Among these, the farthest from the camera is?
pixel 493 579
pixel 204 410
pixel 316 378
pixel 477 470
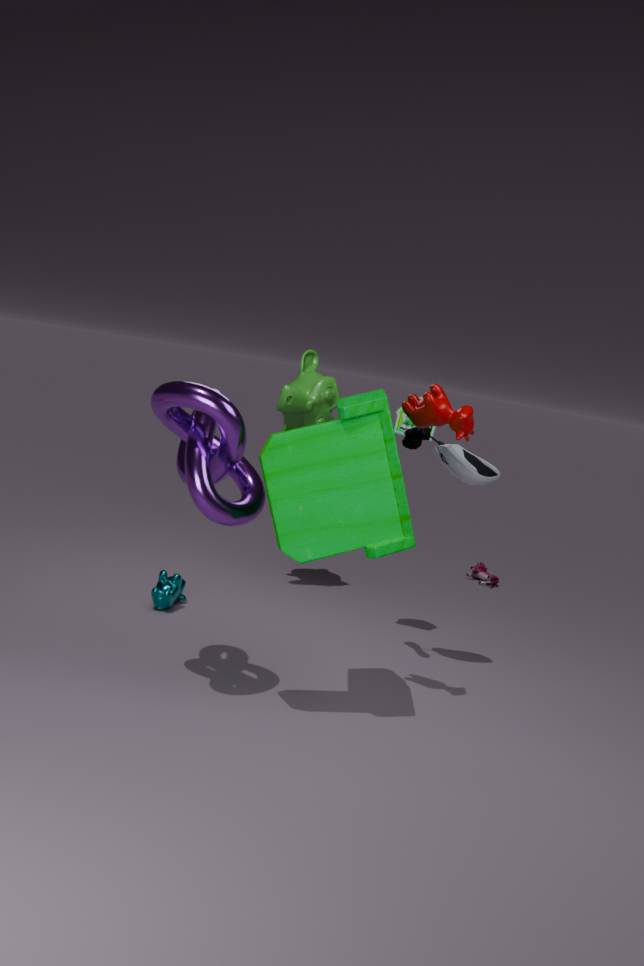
pixel 493 579
